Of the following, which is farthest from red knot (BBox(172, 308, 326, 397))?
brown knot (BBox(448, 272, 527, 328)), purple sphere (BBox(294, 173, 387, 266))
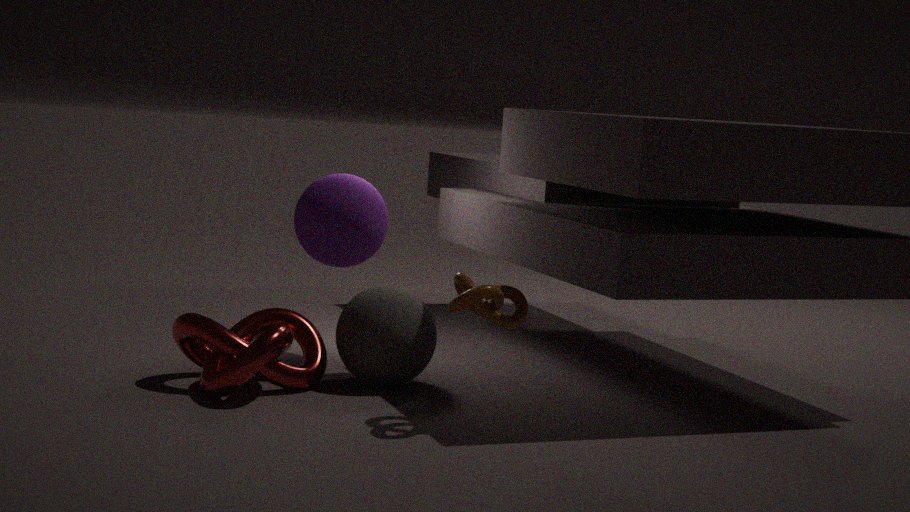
brown knot (BBox(448, 272, 527, 328))
